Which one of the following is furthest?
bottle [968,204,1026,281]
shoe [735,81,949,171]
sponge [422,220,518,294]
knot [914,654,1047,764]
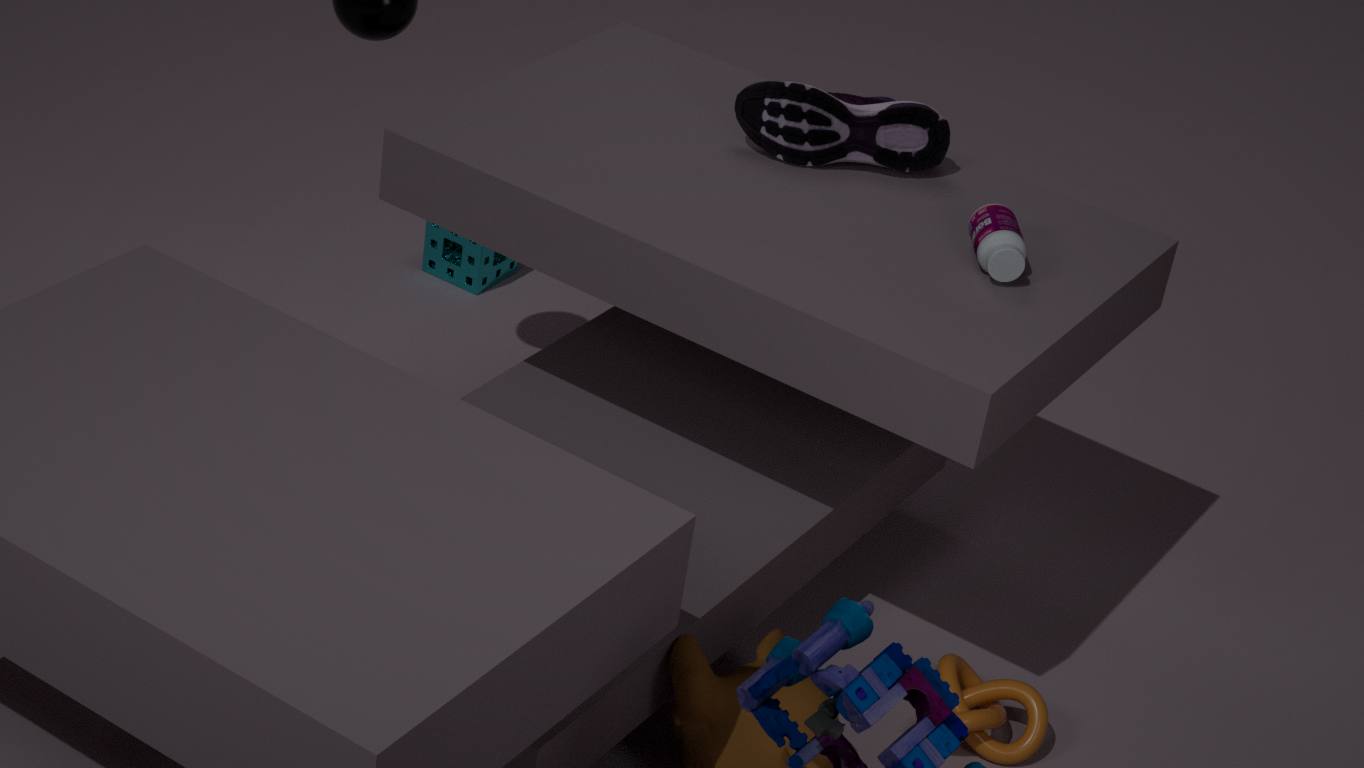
sponge [422,220,518,294]
